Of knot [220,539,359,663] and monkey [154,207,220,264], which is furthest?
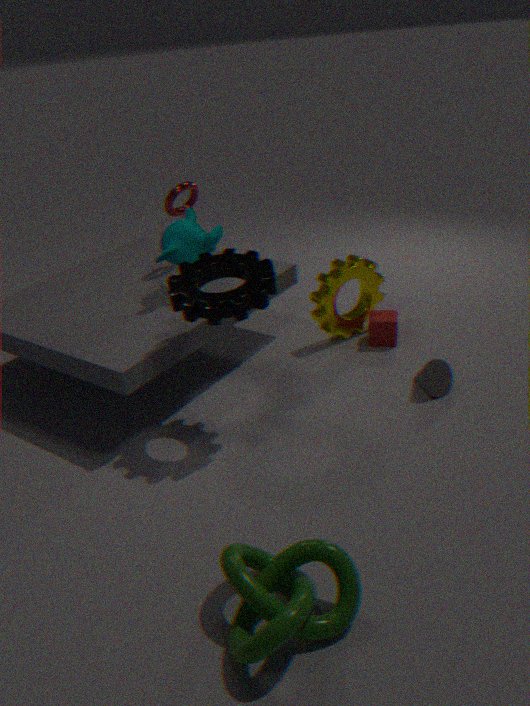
monkey [154,207,220,264]
